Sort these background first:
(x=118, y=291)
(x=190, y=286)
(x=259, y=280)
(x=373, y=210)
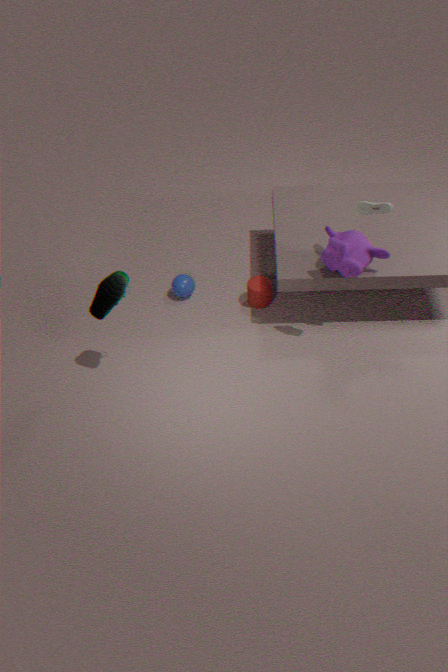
(x=190, y=286), (x=259, y=280), (x=118, y=291), (x=373, y=210)
